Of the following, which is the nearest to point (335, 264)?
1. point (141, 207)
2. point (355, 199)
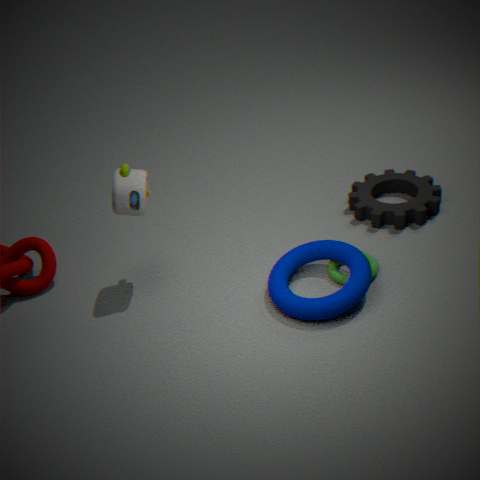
point (355, 199)
